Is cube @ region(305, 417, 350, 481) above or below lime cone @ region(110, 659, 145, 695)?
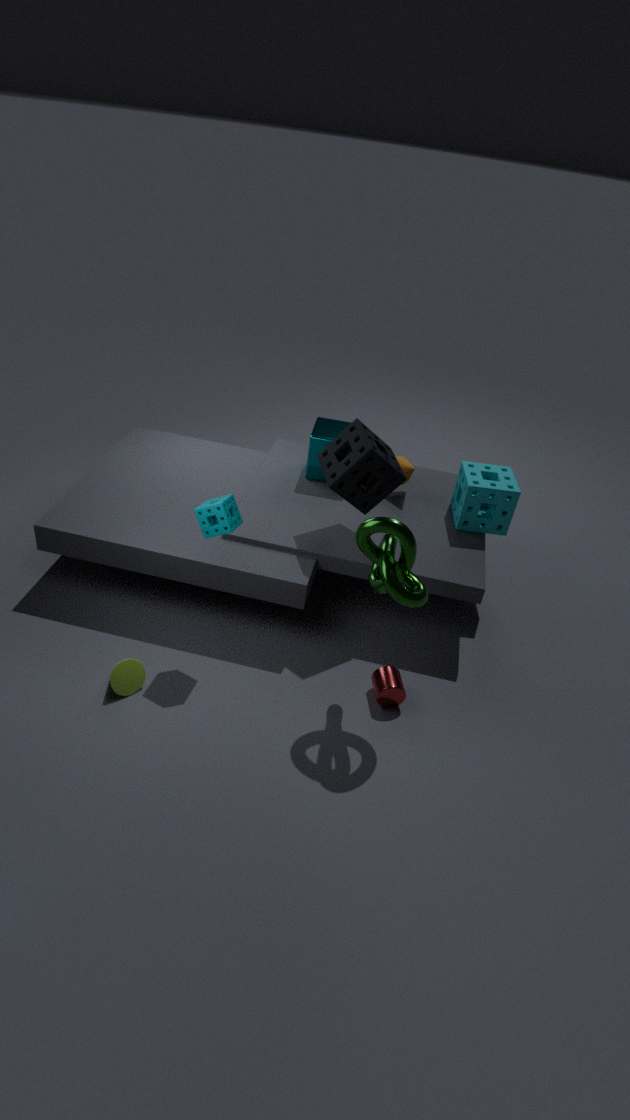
above
